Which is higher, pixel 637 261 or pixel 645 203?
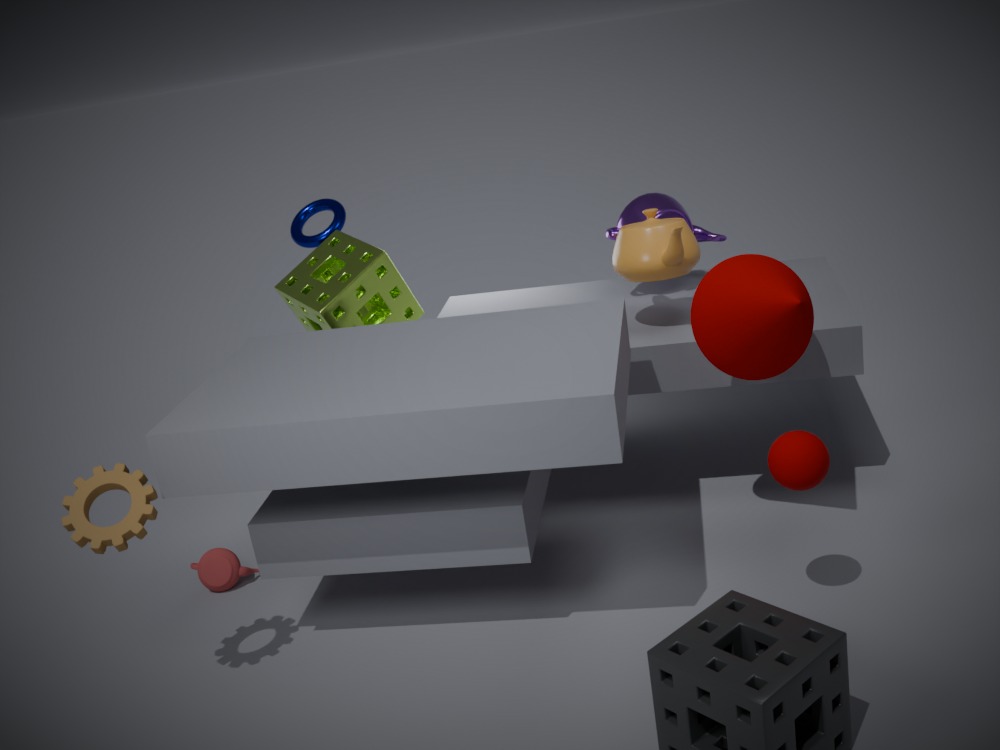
pixel 637 261
